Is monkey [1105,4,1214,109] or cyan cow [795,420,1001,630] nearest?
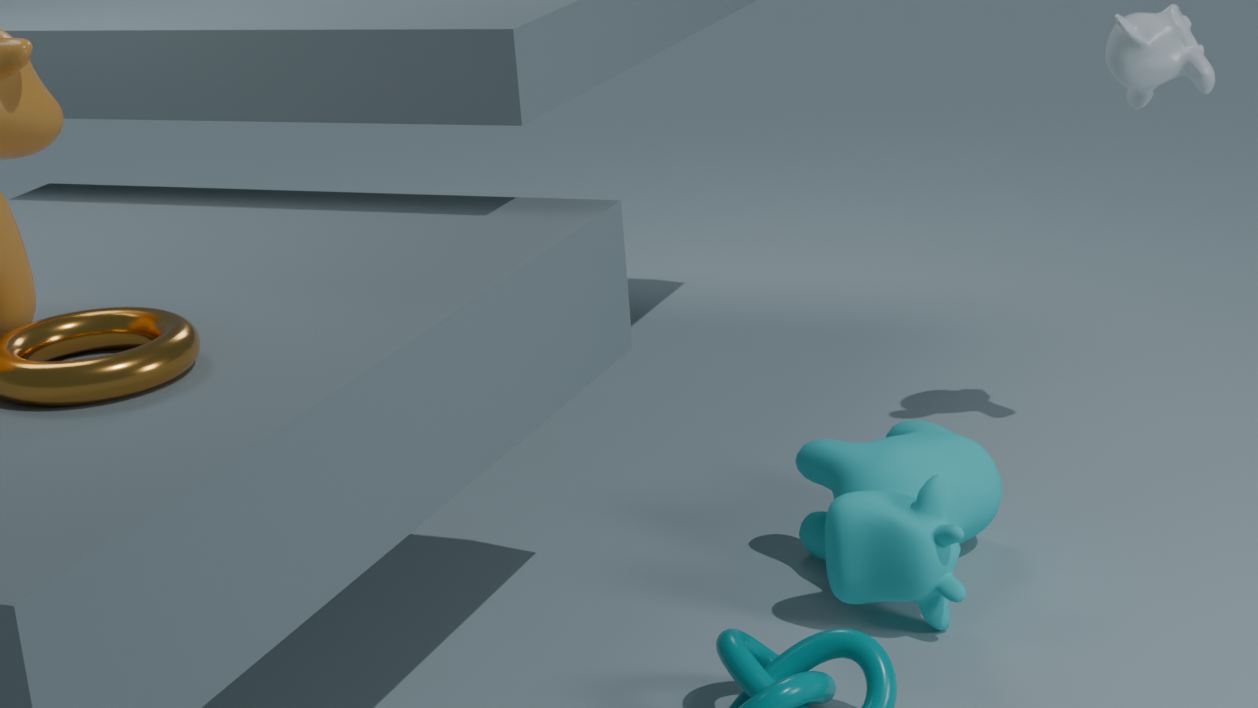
cyan cow [795,420,1001,630]
